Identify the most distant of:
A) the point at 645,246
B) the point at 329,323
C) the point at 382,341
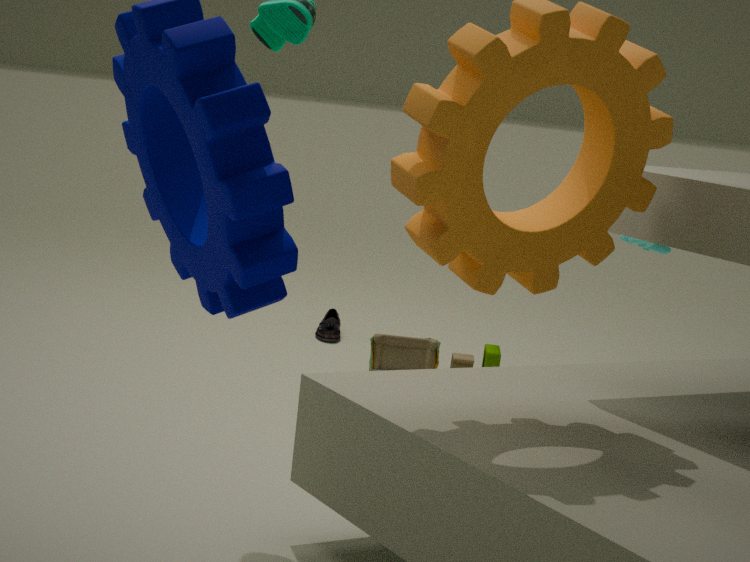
the point at 329,323
